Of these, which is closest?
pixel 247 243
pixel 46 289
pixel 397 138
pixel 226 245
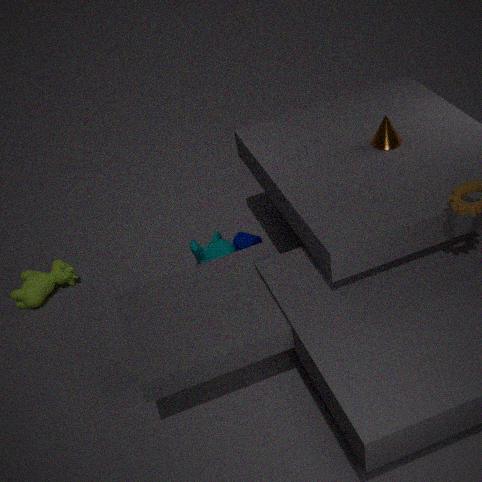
pixel 397 138
